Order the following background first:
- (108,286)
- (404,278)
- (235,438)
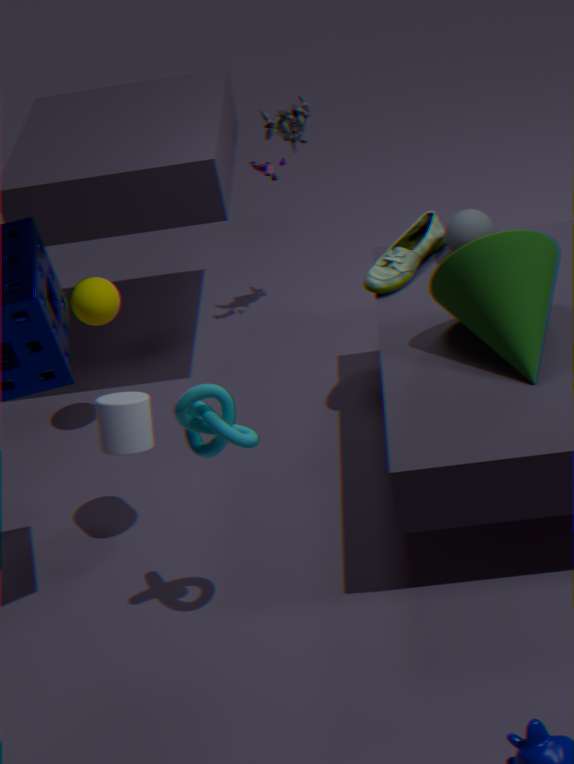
(108,286)
(404,278)
(235,438)
